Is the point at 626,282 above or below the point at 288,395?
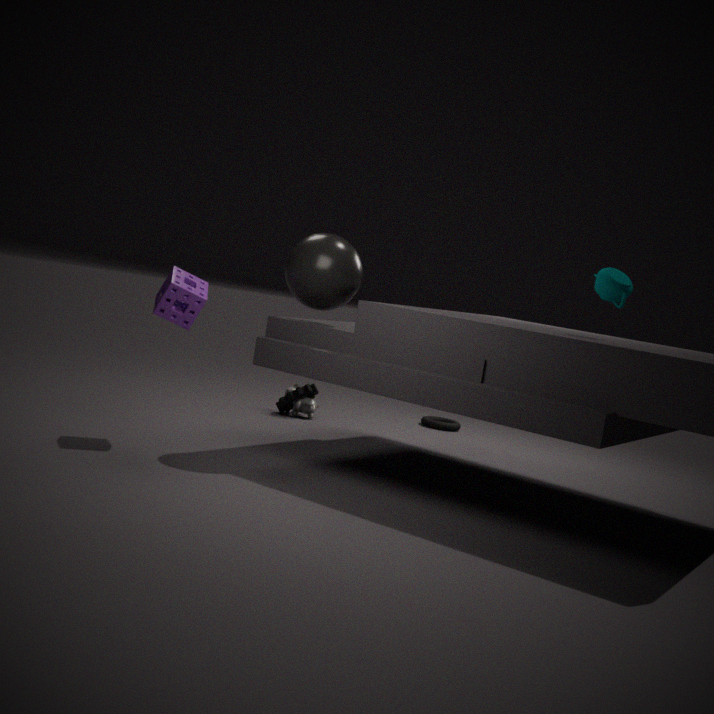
above
